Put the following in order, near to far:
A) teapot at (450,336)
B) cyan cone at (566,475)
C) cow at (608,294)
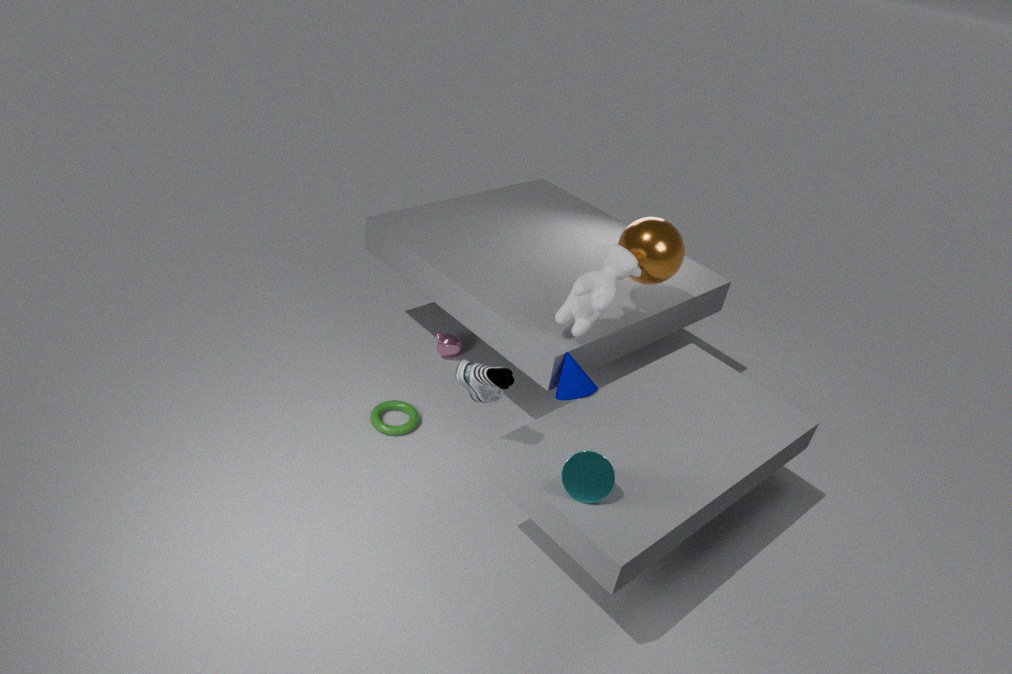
cyan cone at (566,475), cow at (608,294), teapot at (450,336)
